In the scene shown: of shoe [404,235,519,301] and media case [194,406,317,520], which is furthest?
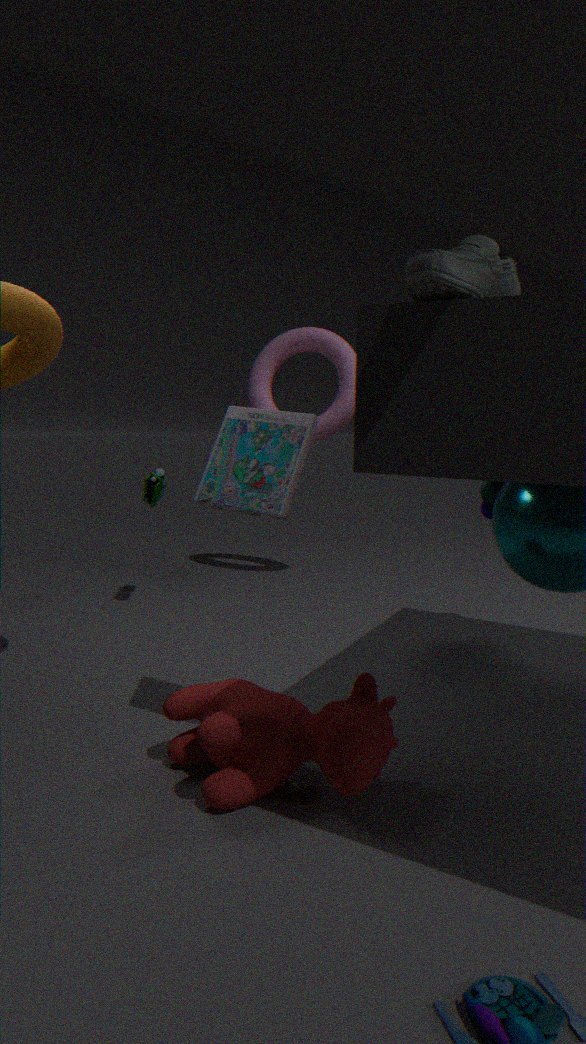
media case [194,406,317,520]
